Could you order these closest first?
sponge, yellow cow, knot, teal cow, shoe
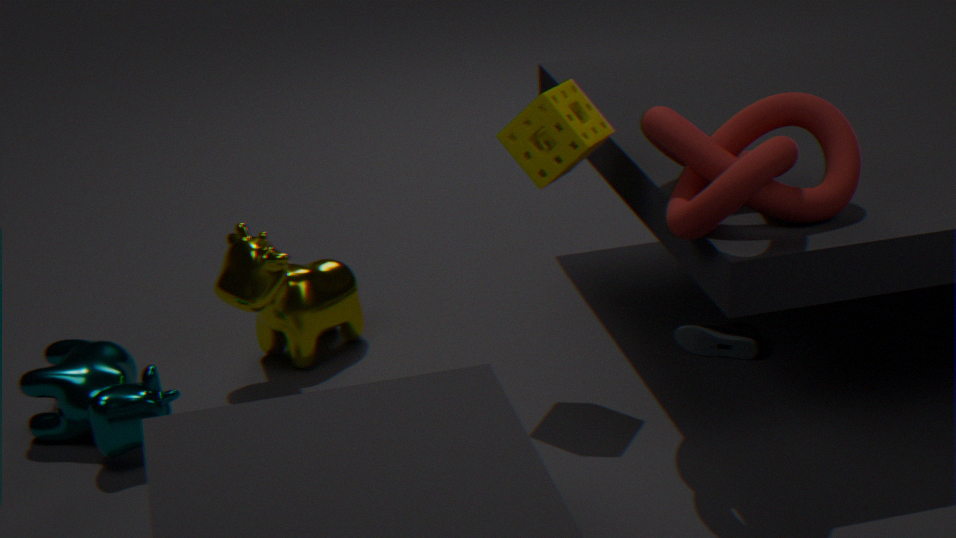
knot, teal cow, sponge, yellow cow, shoe
